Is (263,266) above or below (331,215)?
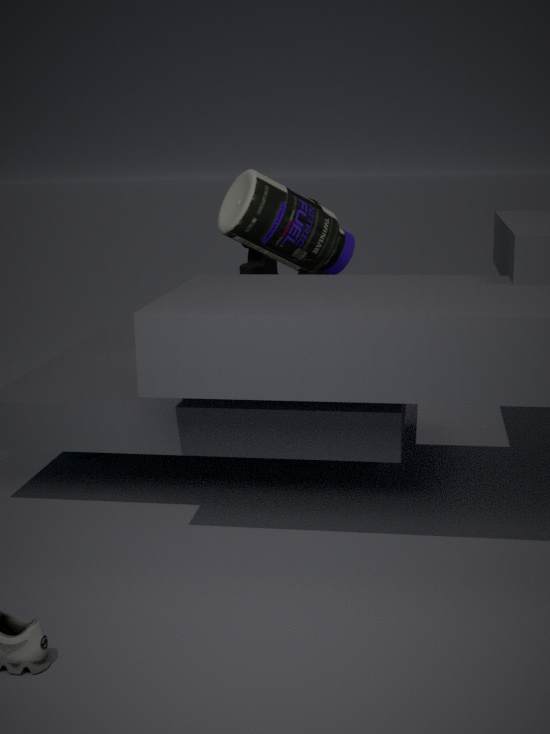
below
